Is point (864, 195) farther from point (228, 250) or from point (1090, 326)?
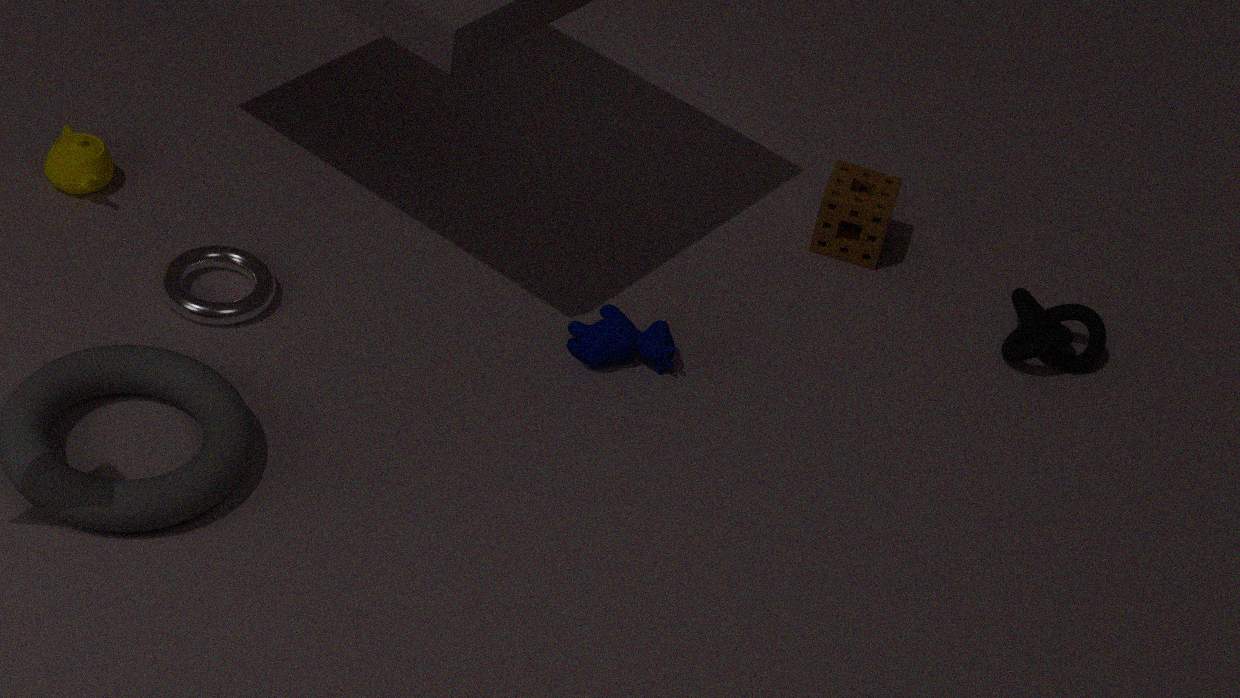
point (228, 250)
